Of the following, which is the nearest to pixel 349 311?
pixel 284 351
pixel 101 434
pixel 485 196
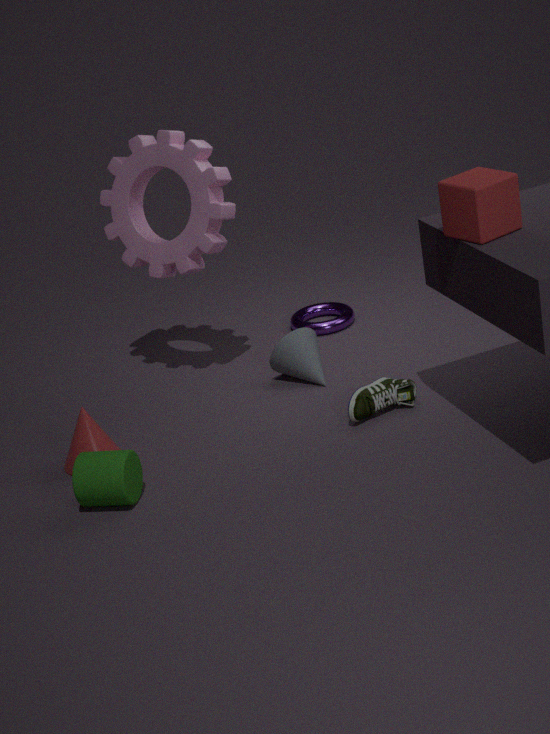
pixel 284 351
